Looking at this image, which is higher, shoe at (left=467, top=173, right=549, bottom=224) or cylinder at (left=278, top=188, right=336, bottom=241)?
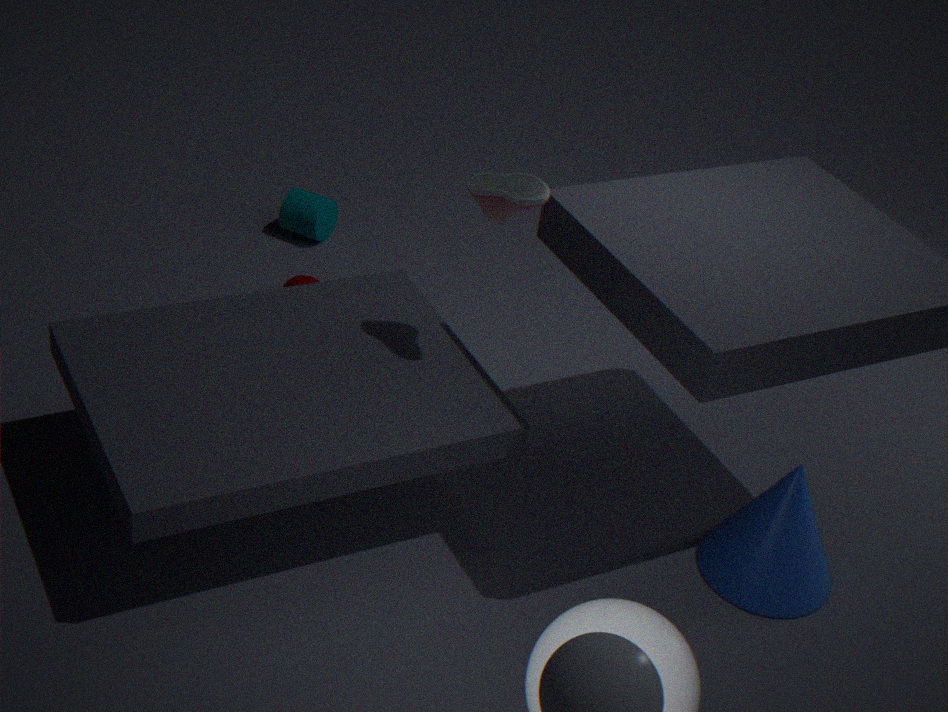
shoe at (left=467, top=173, right=549, bottom=224)
